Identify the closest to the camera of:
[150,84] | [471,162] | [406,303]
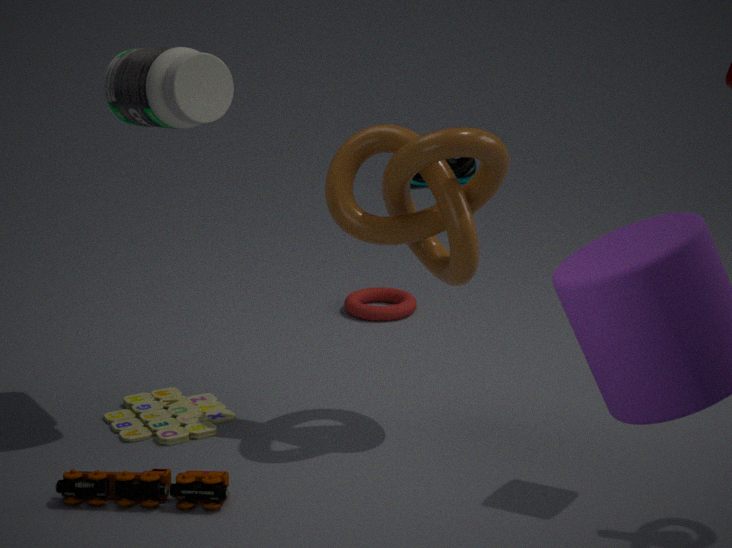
[150,84]
